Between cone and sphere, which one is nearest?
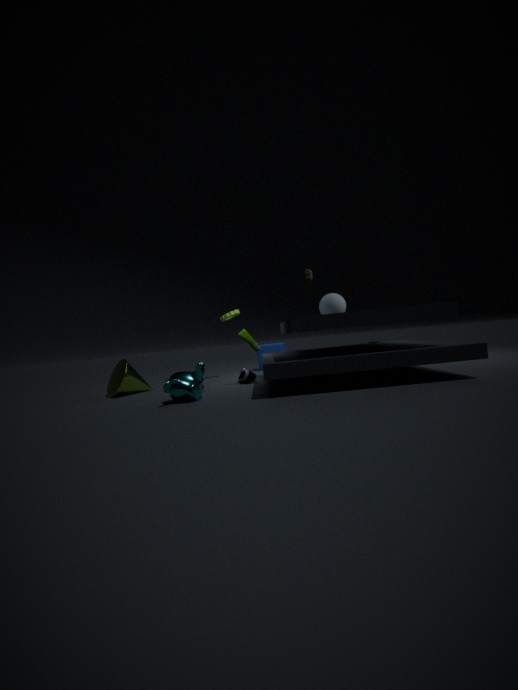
cone
